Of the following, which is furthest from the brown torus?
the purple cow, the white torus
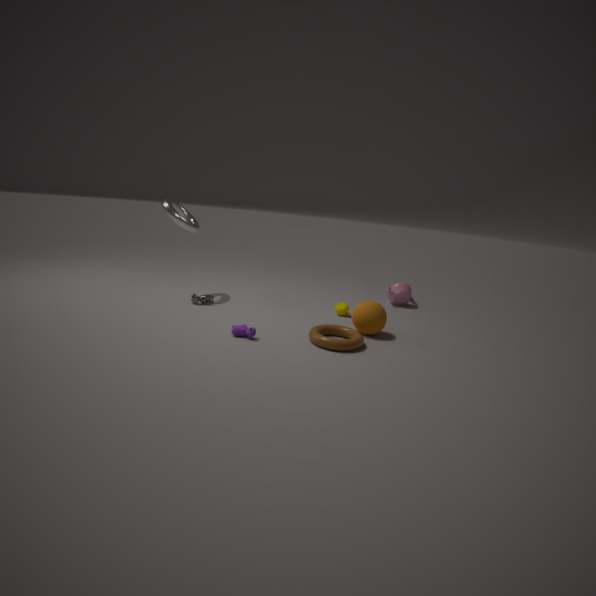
the white torus
